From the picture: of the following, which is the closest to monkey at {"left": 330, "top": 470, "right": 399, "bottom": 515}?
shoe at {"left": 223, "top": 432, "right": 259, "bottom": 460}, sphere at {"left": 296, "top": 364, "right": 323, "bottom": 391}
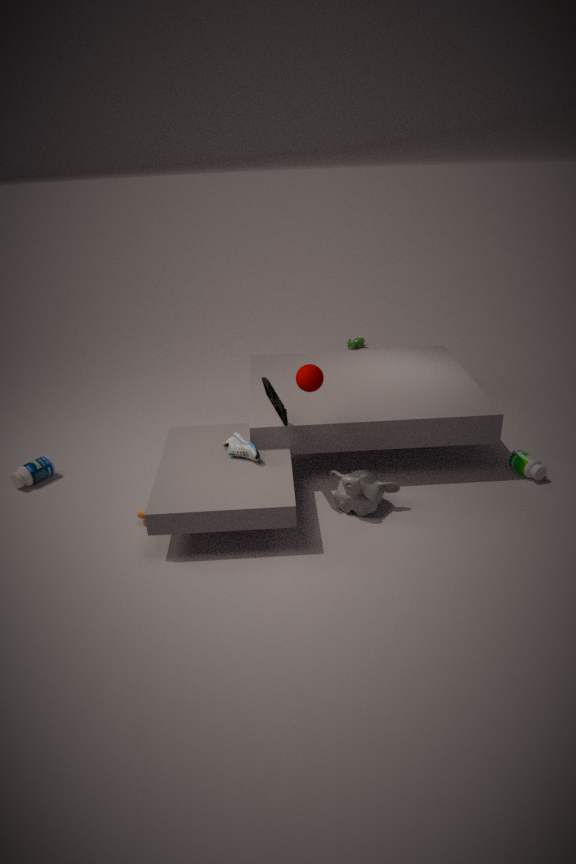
shoe at {"left": 223, "top": 432, "right": 259, "bottom": 460}
